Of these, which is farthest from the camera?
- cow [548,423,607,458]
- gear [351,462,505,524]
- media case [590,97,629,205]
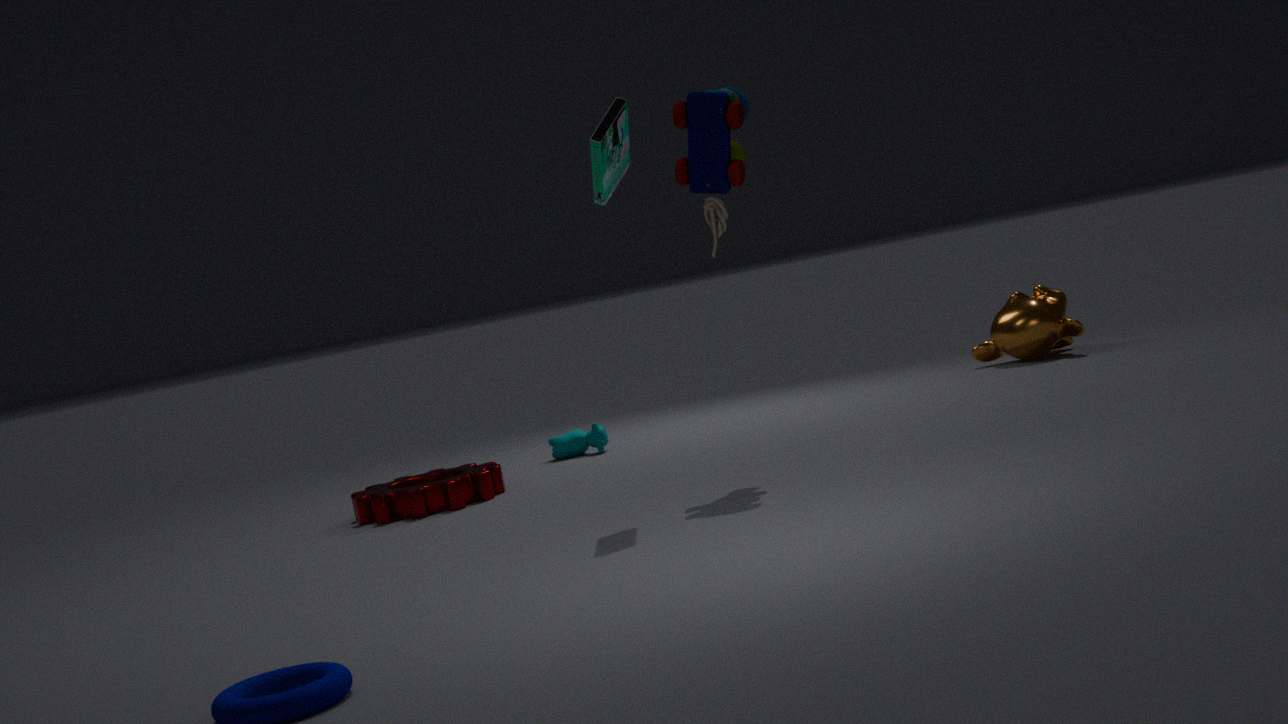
cow [548,423,607,458]
